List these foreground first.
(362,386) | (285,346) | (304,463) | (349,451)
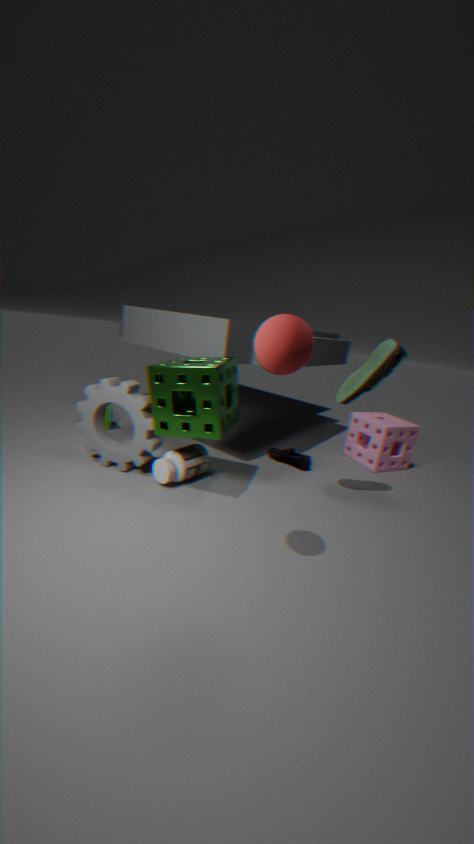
(285,346), (362,386), (304,463), (349,451)
